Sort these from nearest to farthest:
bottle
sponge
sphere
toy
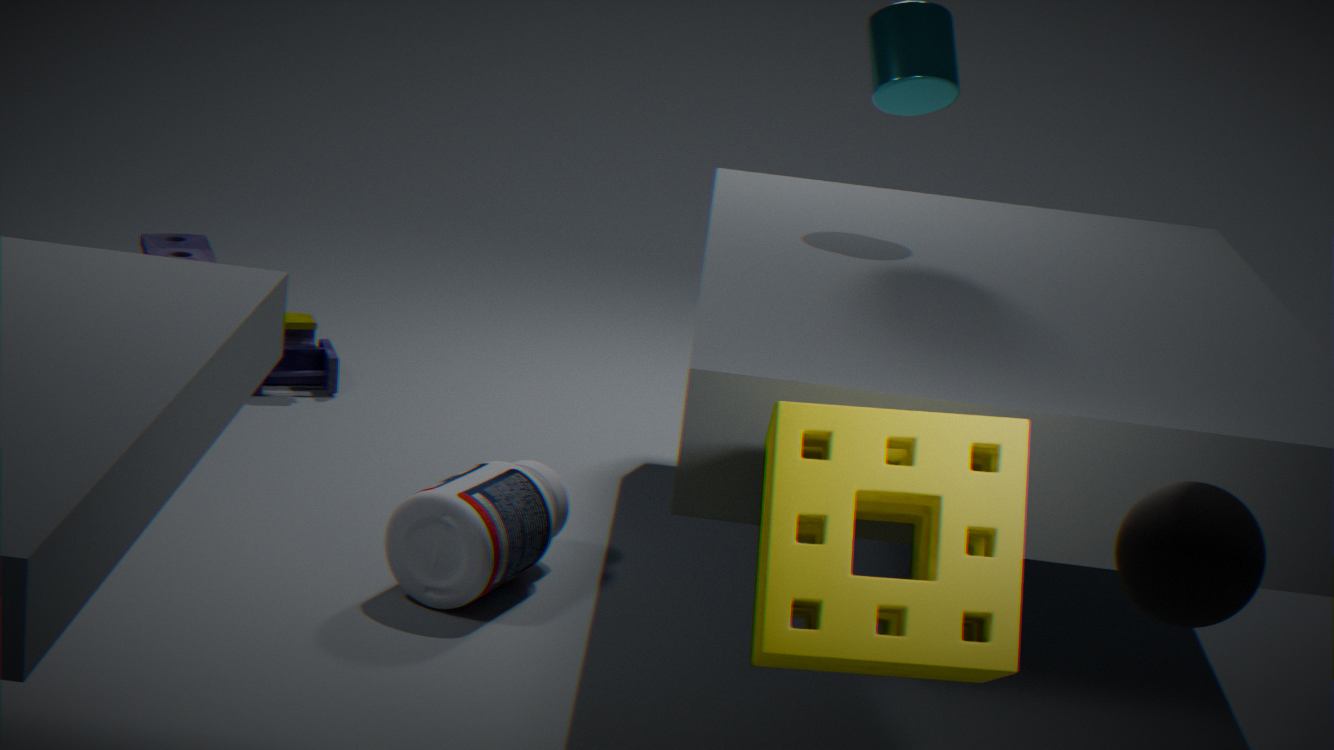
1. sphere
2. sponge
3. bottle
4. toy
